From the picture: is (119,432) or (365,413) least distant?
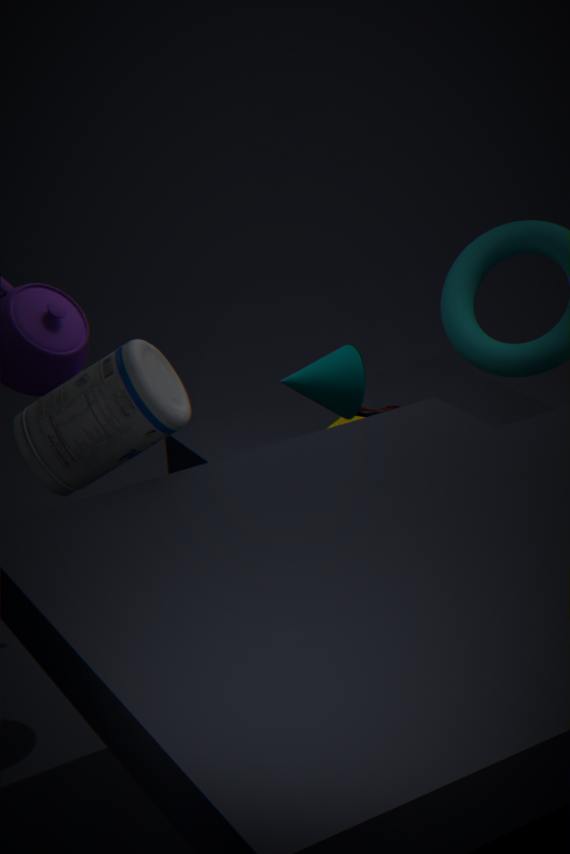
(119,432)
